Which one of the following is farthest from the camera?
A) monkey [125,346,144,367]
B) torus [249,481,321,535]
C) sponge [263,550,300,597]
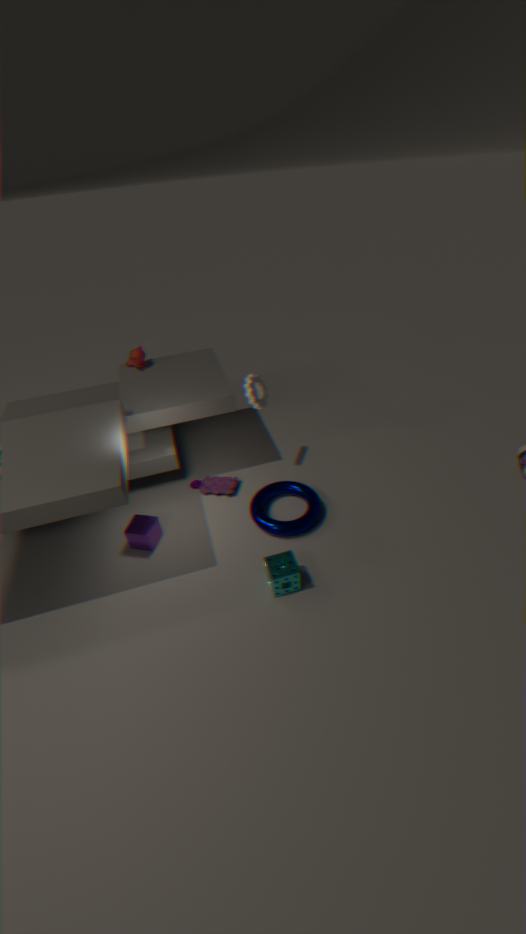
monkey [125,346,144,367]
